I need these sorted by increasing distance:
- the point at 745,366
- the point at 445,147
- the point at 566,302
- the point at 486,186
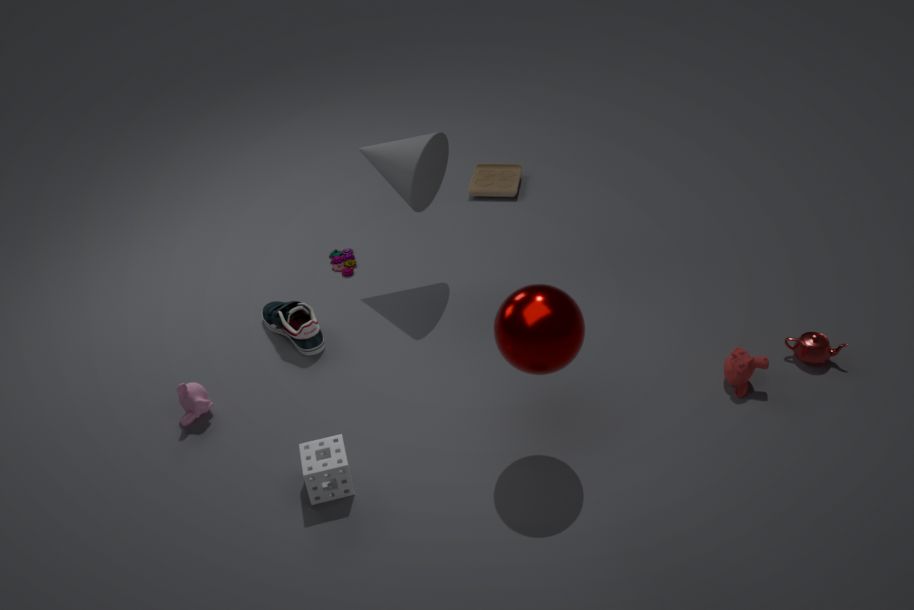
the point at 566,302
the point at 745,366
the point at 445,147
the point at 486,186
